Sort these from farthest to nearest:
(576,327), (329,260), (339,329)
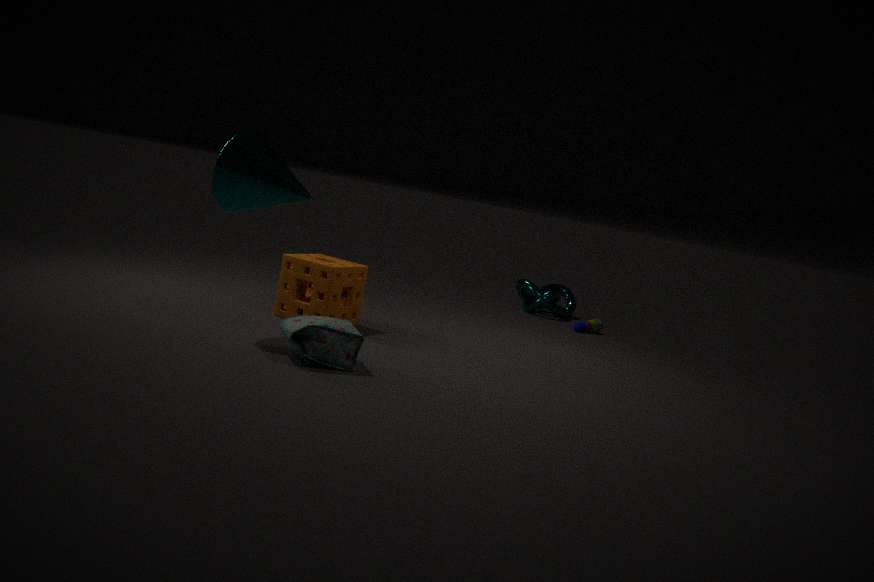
(576,327)
(329,260)
(339,329)
